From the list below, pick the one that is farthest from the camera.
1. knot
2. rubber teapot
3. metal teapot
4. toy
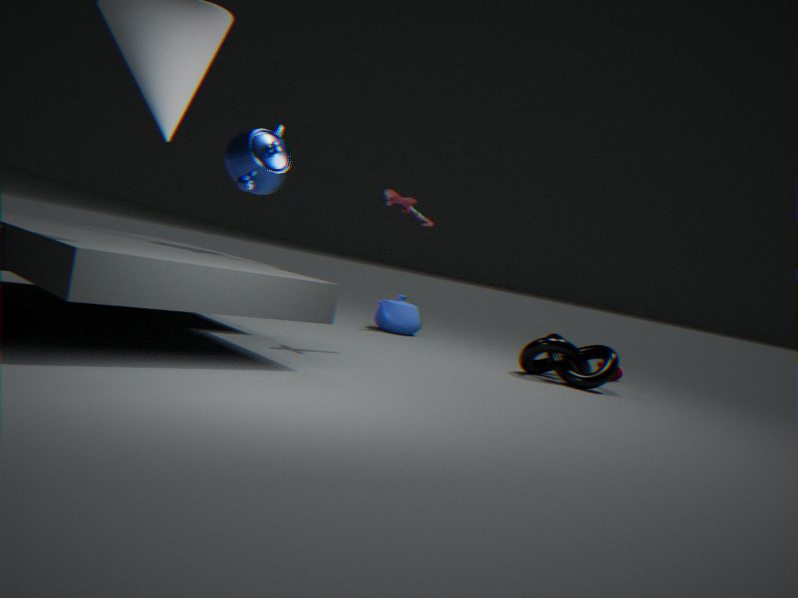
rubber teapot
